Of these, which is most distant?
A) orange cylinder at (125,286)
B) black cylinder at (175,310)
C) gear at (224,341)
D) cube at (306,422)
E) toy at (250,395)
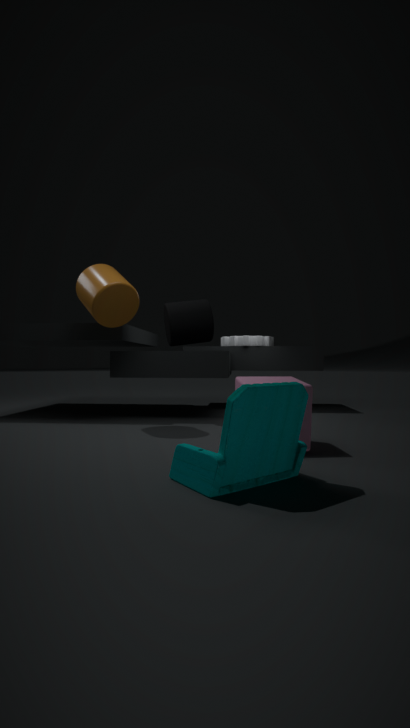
gear at (224,341)
